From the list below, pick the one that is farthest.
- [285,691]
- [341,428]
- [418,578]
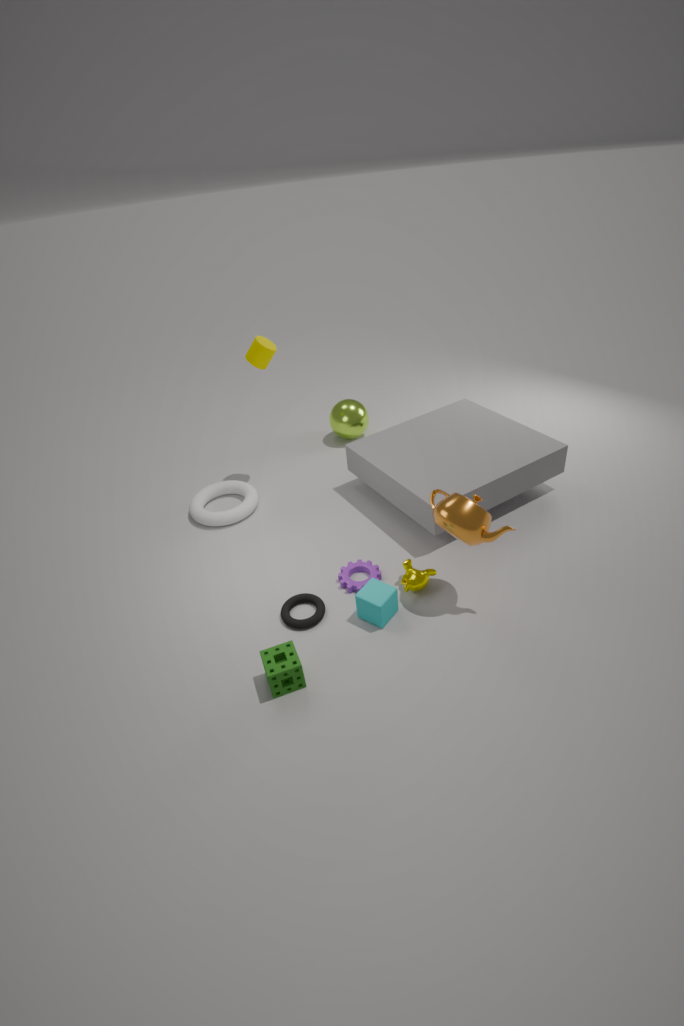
[341,428]
